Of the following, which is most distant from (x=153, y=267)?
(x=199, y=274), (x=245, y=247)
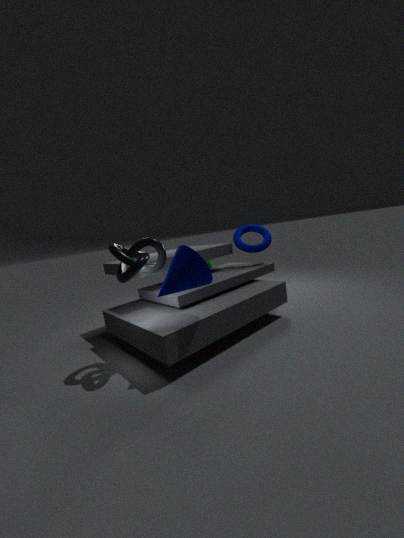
(x=245, y=247)
